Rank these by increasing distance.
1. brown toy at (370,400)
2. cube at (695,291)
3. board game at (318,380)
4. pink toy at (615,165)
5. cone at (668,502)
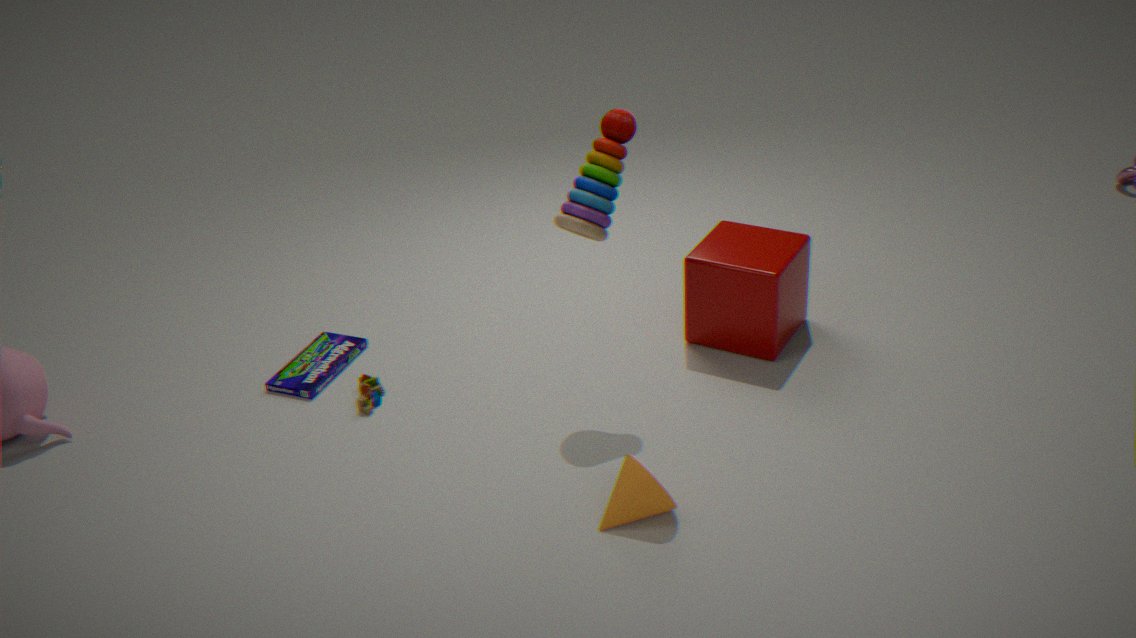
1. cone at (668,502)
2. pink toy at (615,165)
3. brown toy at (370,400)
4. cube at (695,291)
5. board game at (318,380)
